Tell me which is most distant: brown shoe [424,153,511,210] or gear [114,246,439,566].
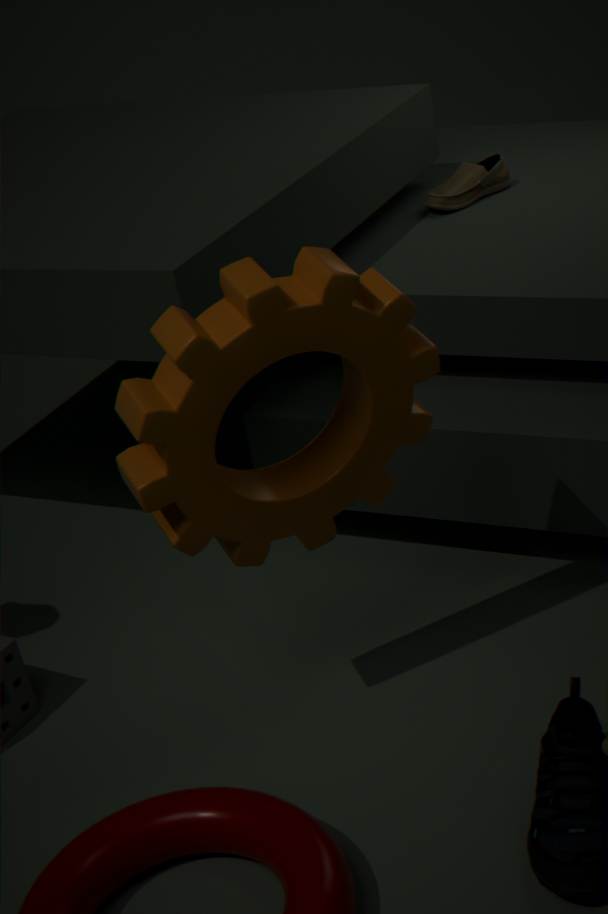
brown shoe [424,153,511,210]
